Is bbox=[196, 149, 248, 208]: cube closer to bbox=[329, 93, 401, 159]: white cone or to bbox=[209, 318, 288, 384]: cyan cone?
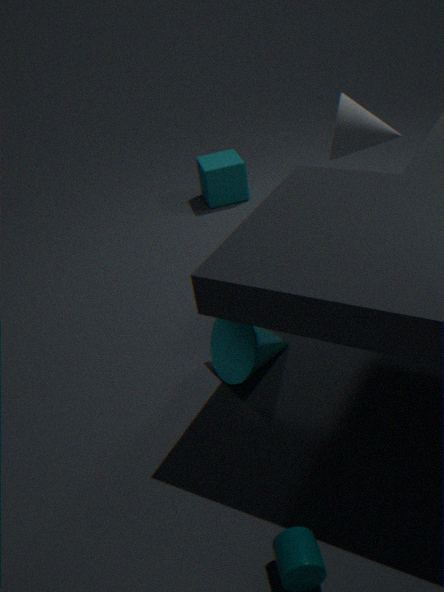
bbox=[329, 93, 401, 159]: white cone
